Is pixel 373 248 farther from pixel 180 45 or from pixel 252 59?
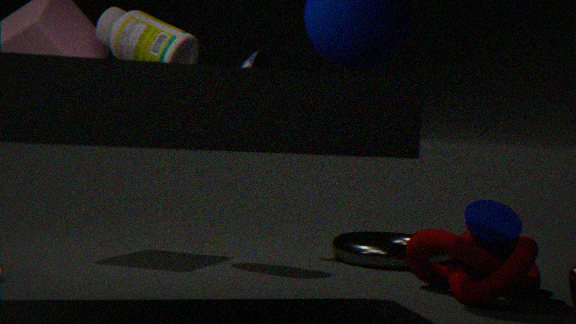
pixel 180 45
